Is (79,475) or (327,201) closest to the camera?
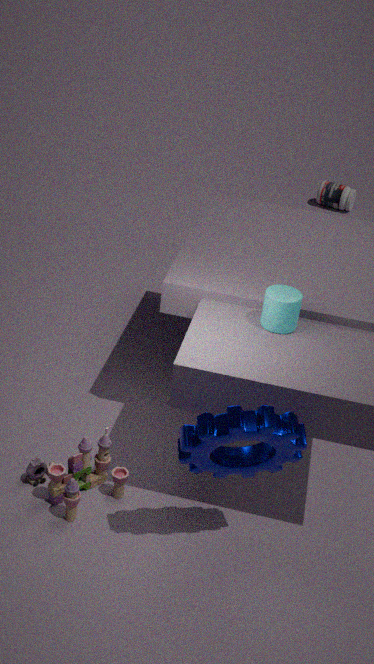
(79,475)
